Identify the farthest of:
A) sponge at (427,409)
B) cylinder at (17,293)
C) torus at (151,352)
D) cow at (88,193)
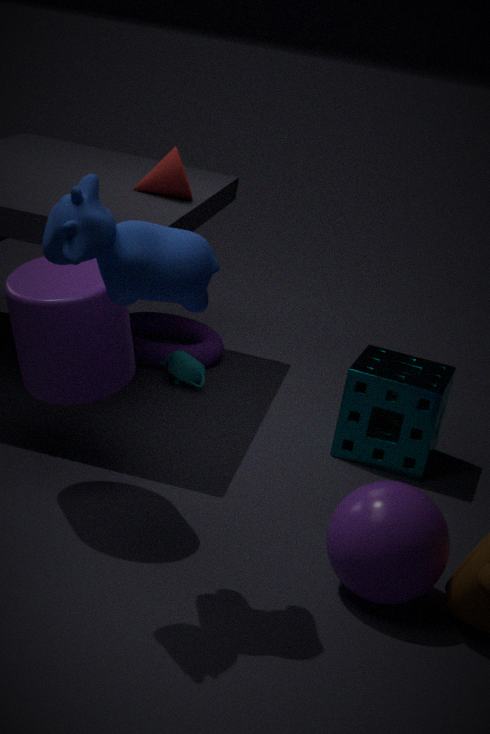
torus at (151,352)
